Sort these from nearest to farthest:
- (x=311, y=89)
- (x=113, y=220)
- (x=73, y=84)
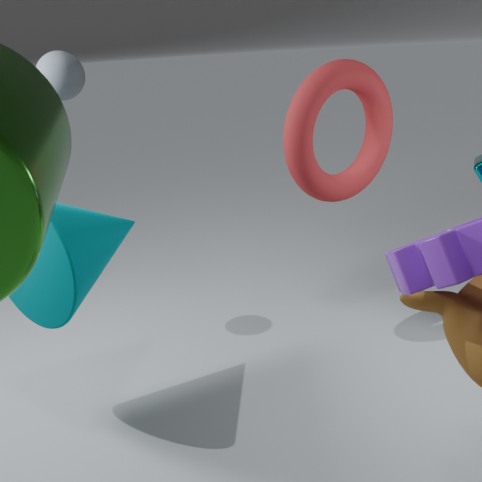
(x=113, y=220)
(x=311, y=89)
(x=73, y=84)
